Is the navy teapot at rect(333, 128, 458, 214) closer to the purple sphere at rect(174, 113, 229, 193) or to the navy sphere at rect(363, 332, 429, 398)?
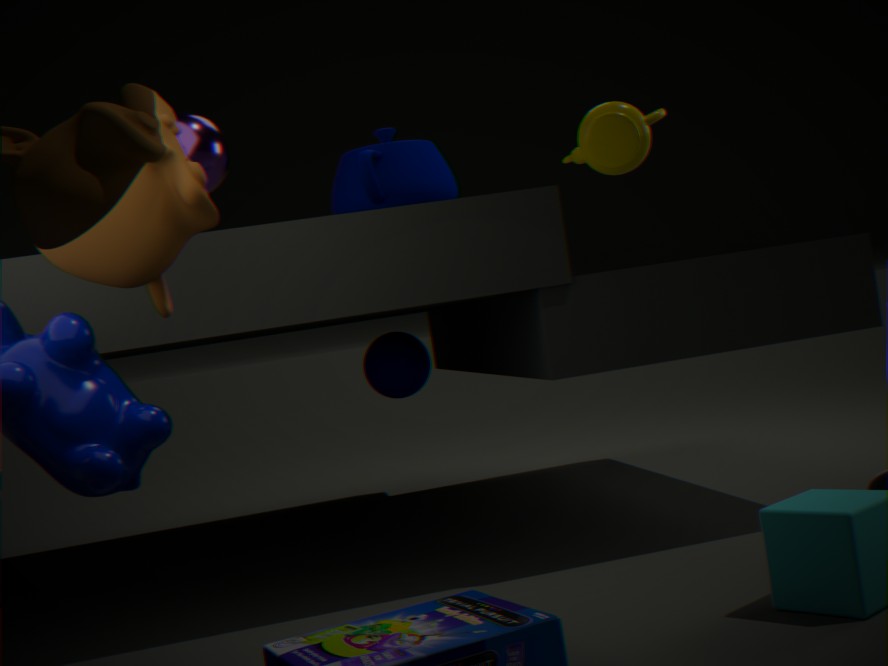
the navy sphere at rect(363, 332, 429, 398)
